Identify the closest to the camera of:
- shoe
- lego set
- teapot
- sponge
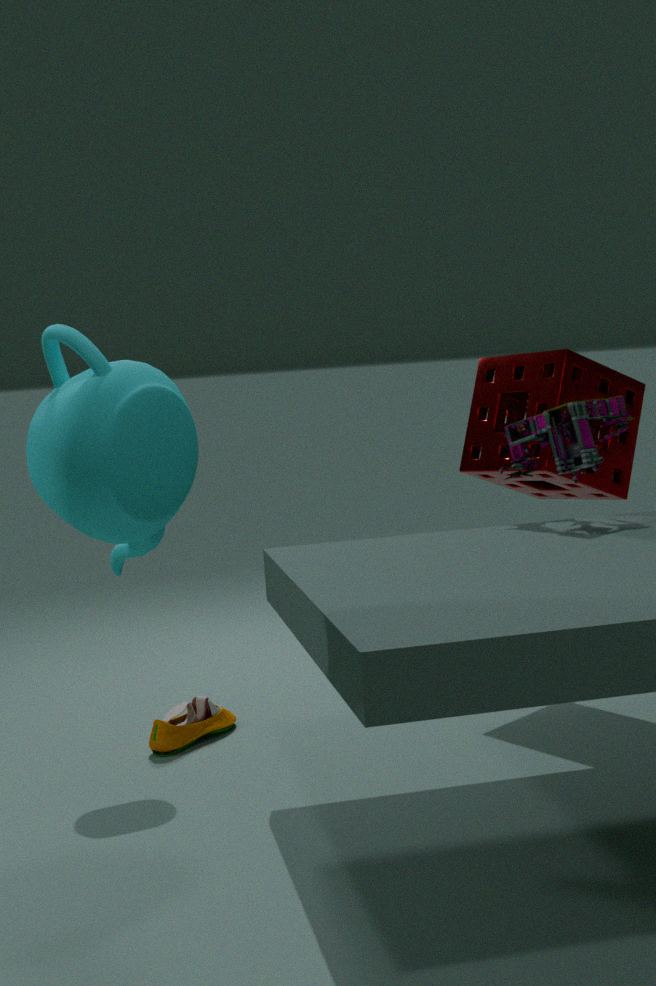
teapot
